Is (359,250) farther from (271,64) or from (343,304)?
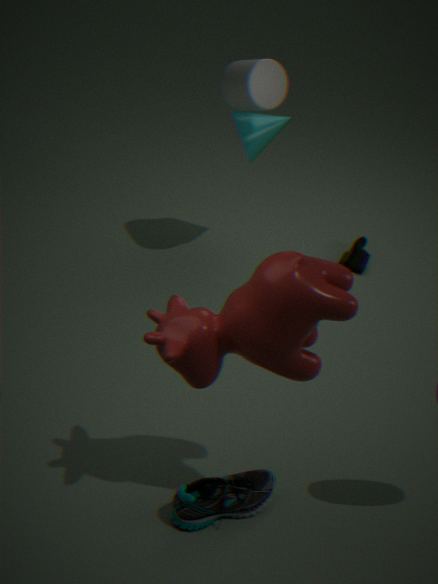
(343,304)
